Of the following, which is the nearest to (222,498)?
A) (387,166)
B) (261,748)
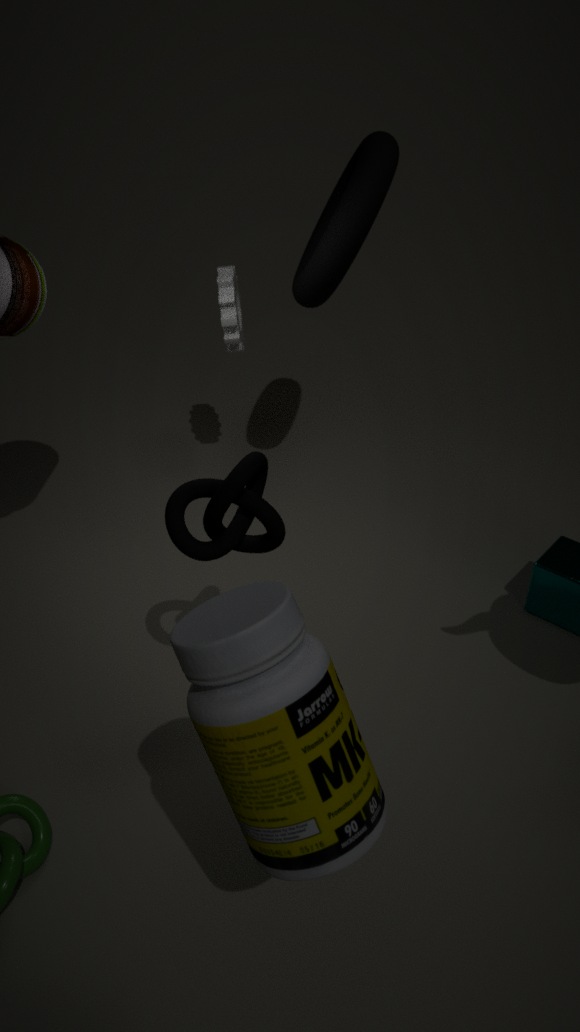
(261,748)
